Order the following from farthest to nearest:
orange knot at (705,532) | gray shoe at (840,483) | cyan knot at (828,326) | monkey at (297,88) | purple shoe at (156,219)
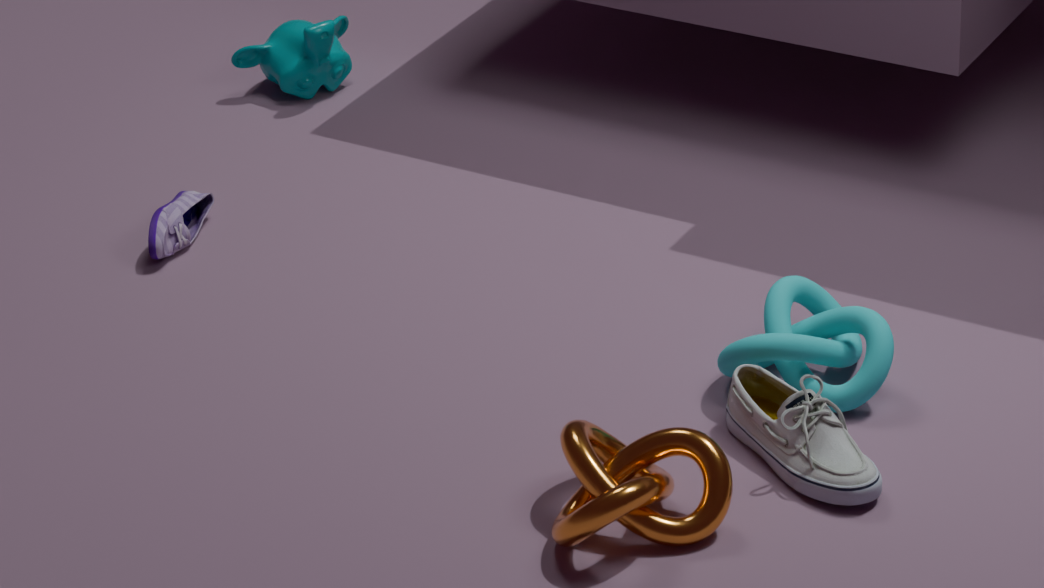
monkey at (297,88) < purple shoe at (156,219) < cyan knot at (828,326) < gray shoe at (840,483) < orange knot at (705,532)
